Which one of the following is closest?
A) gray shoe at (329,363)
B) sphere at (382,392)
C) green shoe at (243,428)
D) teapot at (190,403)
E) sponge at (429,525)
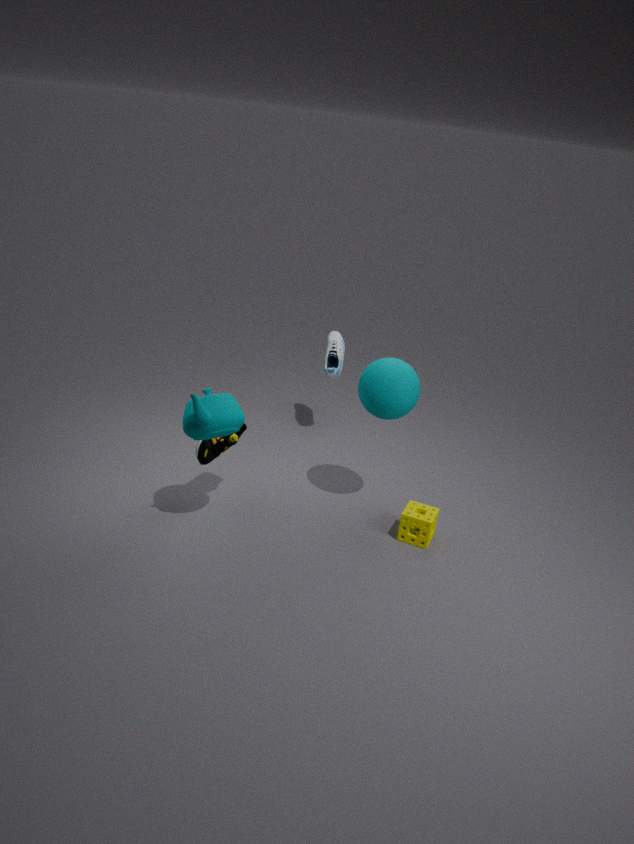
teapot at (190,403)
